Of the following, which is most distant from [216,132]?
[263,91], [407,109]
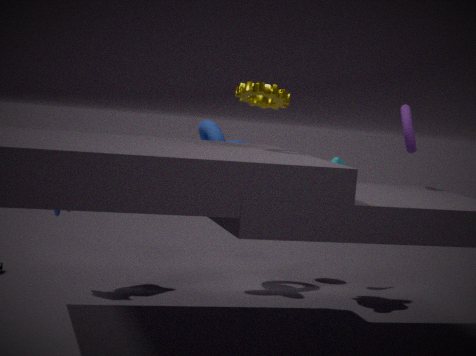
[407,109]
